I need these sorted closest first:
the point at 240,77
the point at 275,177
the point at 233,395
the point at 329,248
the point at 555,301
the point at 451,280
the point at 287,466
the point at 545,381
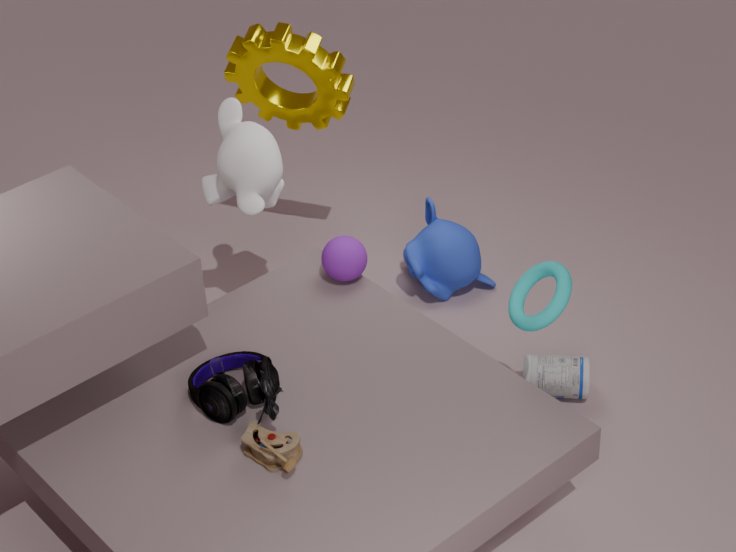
the point at 287,466, the point at 233,395, the point at 555,301, the point at 275,177, the point at 545,381, the point at 329,248, the point at 240,77, the point at 451,280
